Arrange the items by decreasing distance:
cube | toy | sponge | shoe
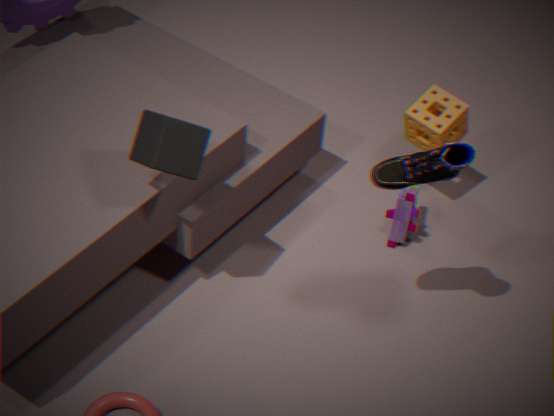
toy < sponge < cube < shoe
